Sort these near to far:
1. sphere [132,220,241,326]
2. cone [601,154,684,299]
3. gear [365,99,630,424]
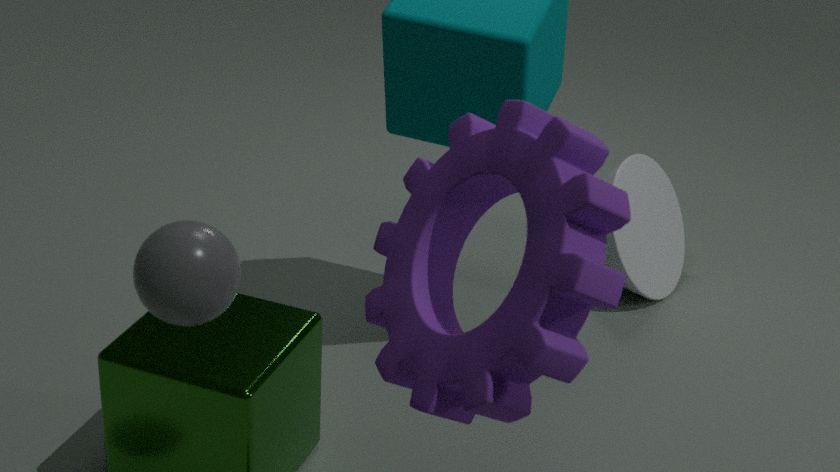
gear [365,99,630,424] < sphere [132,220,241,326] < cone [601,154,684,299]
